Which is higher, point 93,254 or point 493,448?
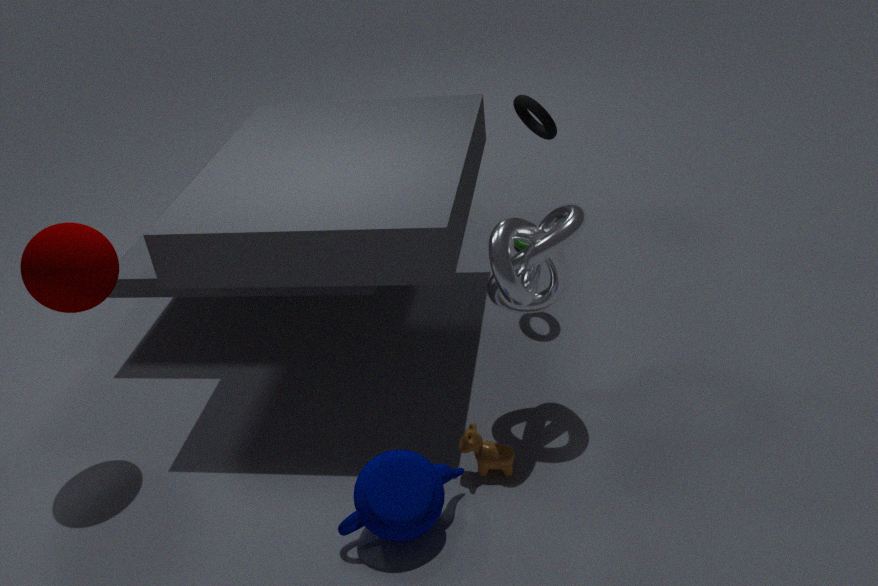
point 93,254
